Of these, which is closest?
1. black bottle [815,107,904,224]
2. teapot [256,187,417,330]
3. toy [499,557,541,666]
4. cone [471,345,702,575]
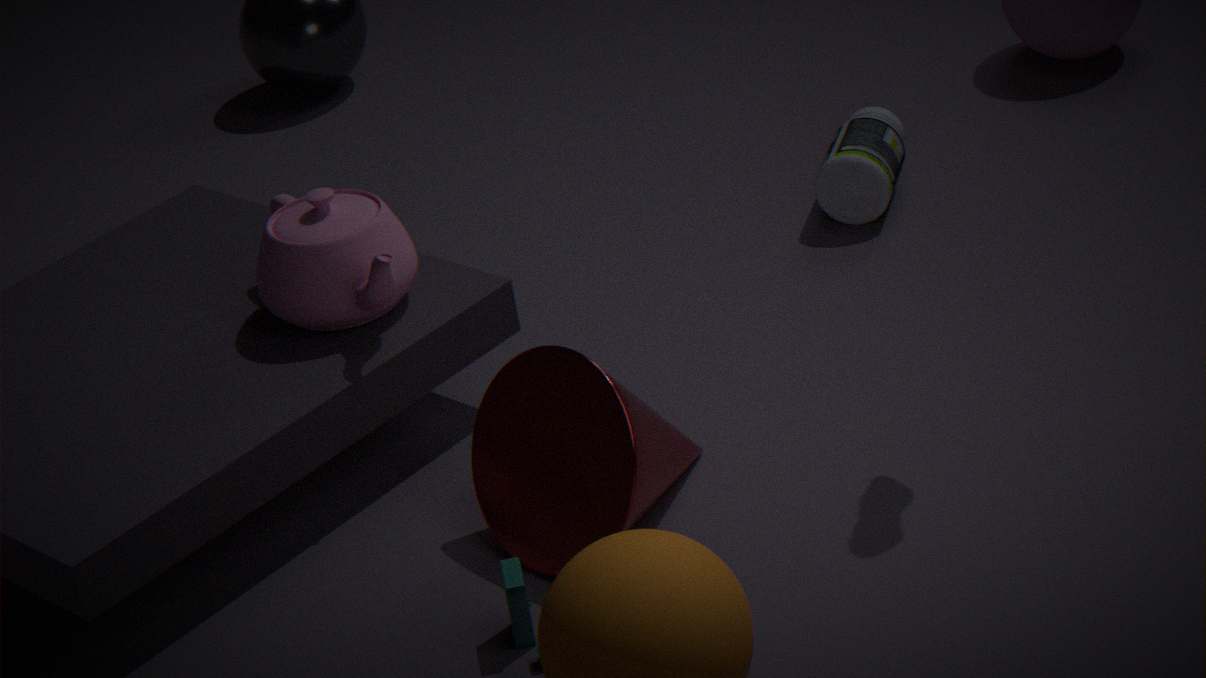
toy [499,557,541,666]
